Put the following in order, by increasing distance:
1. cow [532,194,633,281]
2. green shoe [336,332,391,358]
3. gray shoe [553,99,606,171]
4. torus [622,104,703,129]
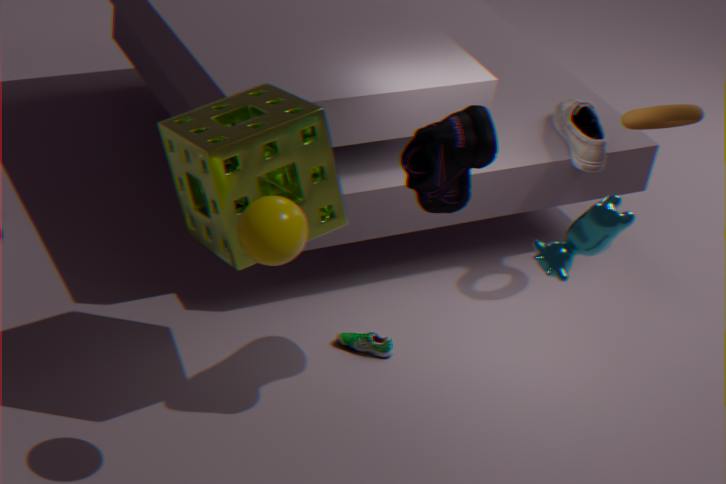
1. cow [532,194,633,281]
2. green shoe [336,332,391,358]
3. torus [622,104,703,129]
4. gray shoe [553,99,606,171]
